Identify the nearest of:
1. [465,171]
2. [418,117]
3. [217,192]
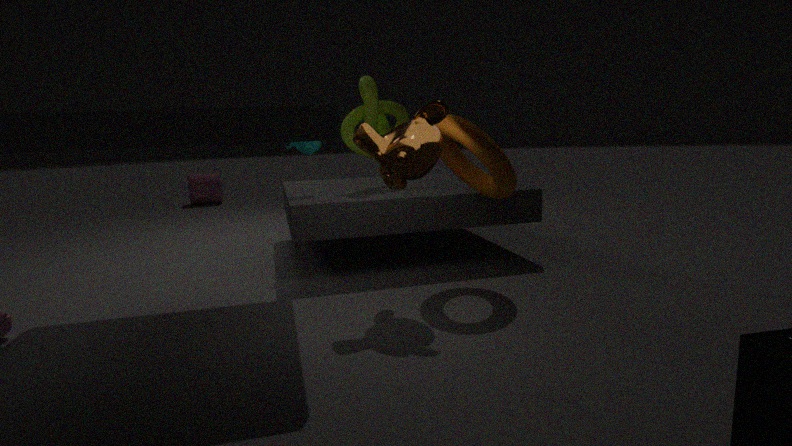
[418,117]
